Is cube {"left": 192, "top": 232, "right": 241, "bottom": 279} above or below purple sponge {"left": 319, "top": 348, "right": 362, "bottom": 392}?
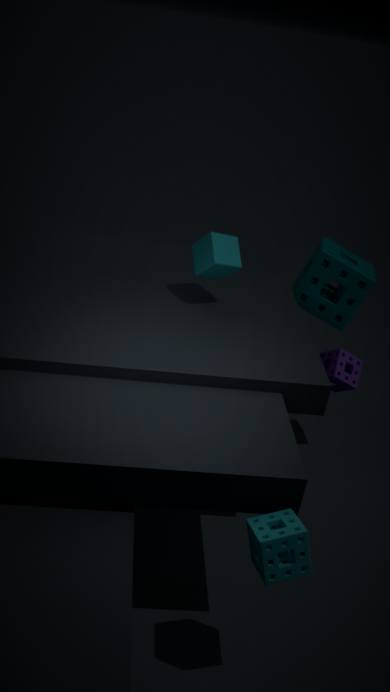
above
